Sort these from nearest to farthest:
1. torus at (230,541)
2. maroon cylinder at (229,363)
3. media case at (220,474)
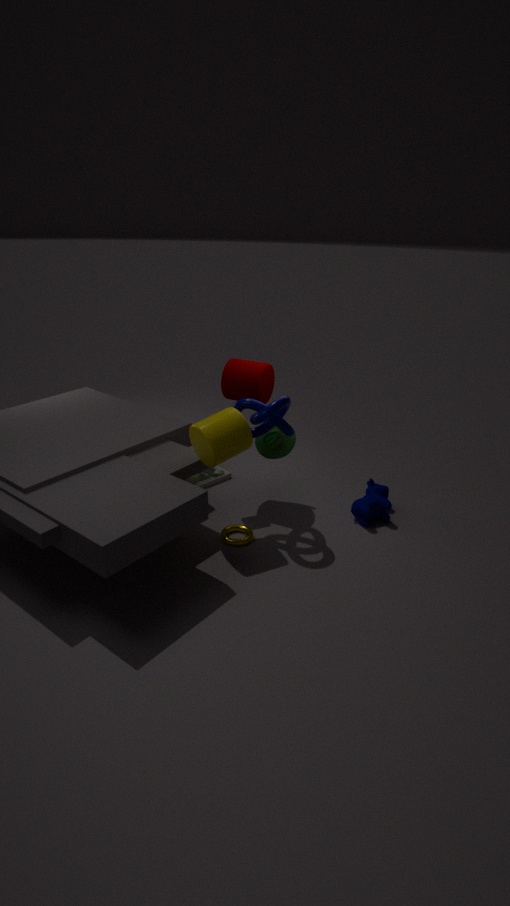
torus at (230,541) < maroon cylinder at (229,363) < media case at (220,474)
